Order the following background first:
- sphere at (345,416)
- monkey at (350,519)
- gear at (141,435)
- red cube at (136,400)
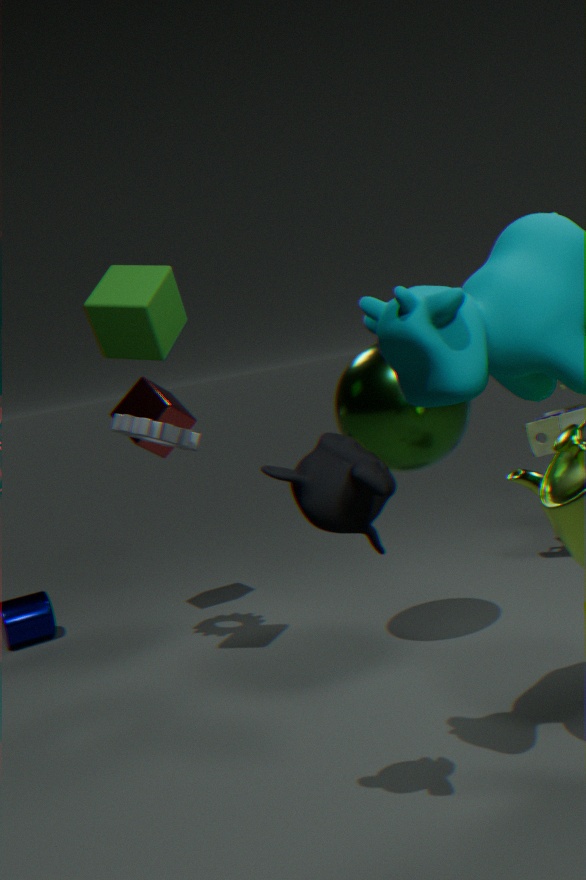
red cube at (136,400), gear at (141,435), sphere at (345,416), monkey at (350,519)
